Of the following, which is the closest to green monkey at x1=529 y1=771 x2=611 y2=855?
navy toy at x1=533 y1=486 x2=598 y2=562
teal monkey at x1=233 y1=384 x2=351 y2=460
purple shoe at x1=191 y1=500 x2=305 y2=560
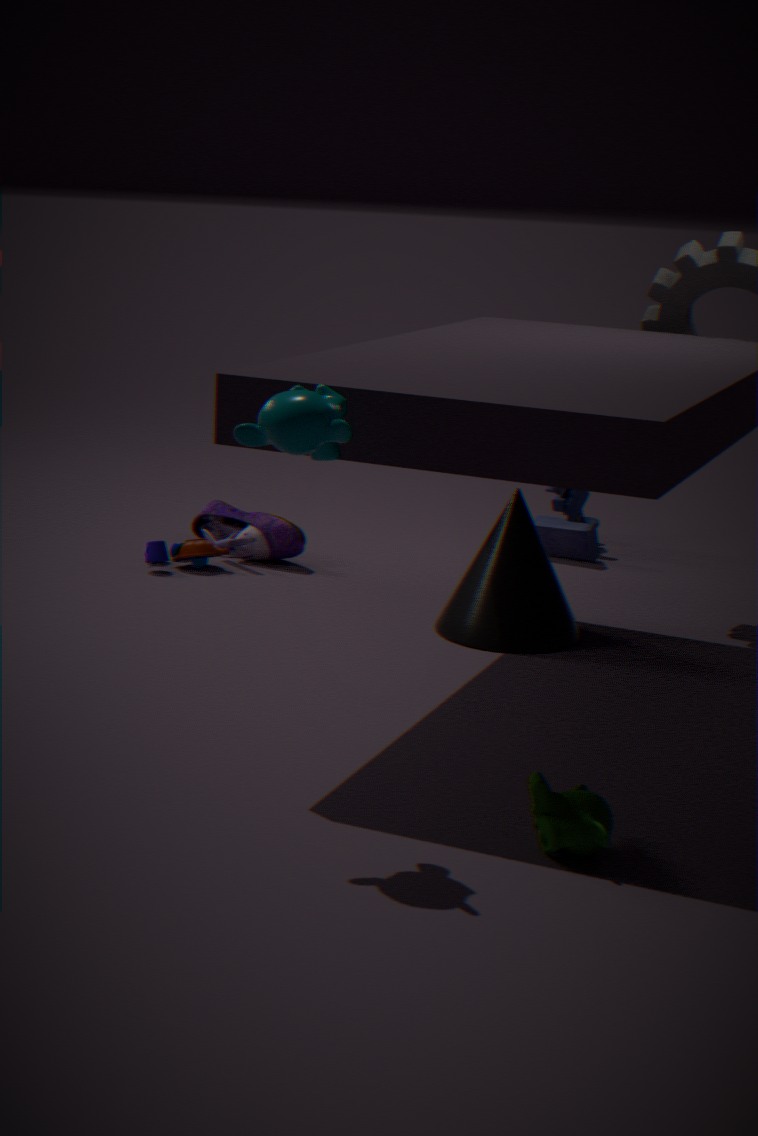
teal monkey at x1=233 y1=384 x2=351 y2=460
